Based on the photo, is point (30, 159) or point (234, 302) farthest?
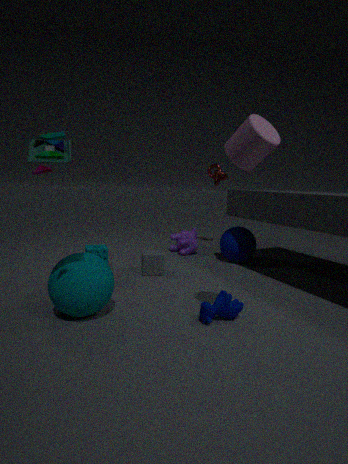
point (234, 302)
